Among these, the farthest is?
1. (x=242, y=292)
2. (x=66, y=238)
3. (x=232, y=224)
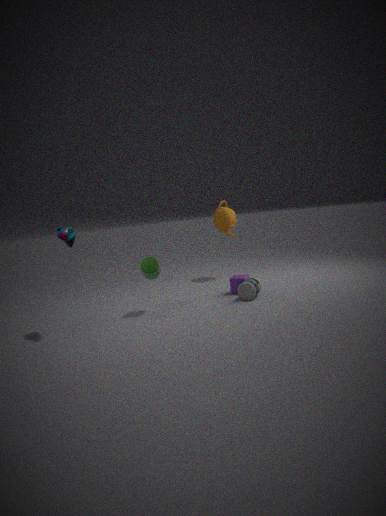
(x=232, y=224)
